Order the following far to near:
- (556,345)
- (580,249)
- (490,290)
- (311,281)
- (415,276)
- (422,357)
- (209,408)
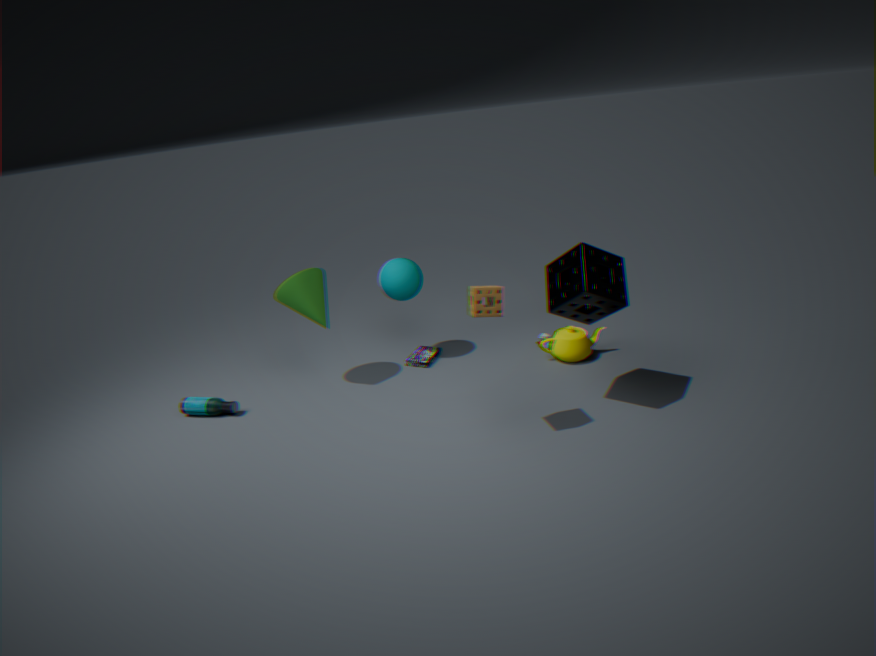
(422,357) → (415,276) → (556,345) → (209,408) → (311,281) → (580,249) → (490,290)
